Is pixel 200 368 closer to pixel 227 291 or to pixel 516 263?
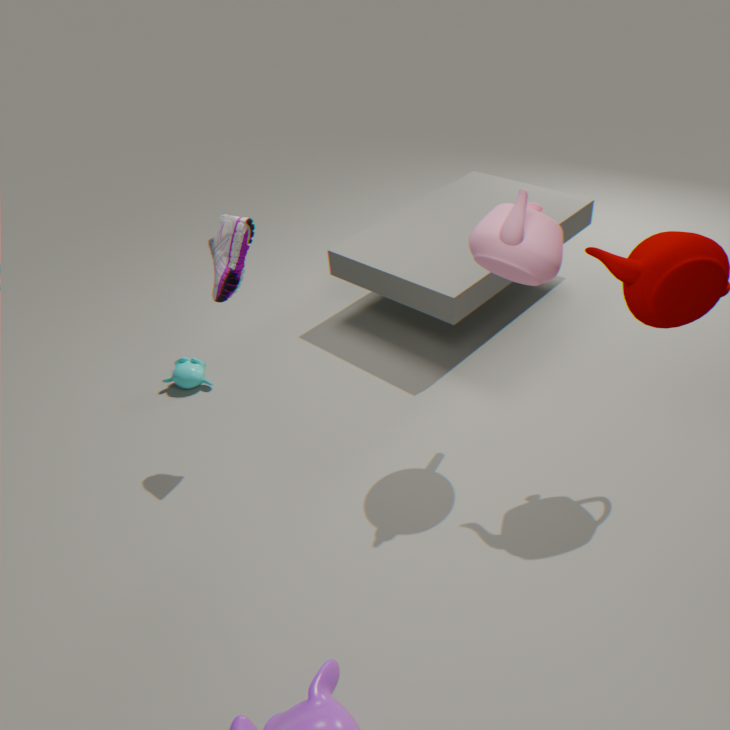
pixel 227 291
